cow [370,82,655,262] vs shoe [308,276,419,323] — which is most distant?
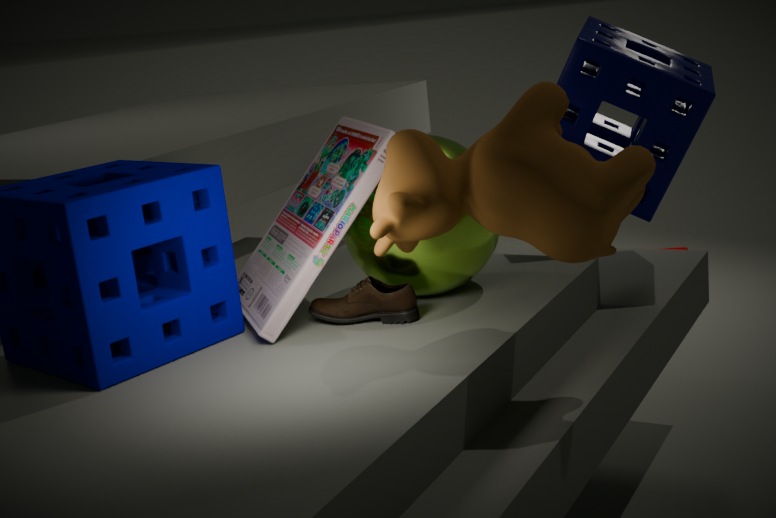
shoe [308,276,419,323]
